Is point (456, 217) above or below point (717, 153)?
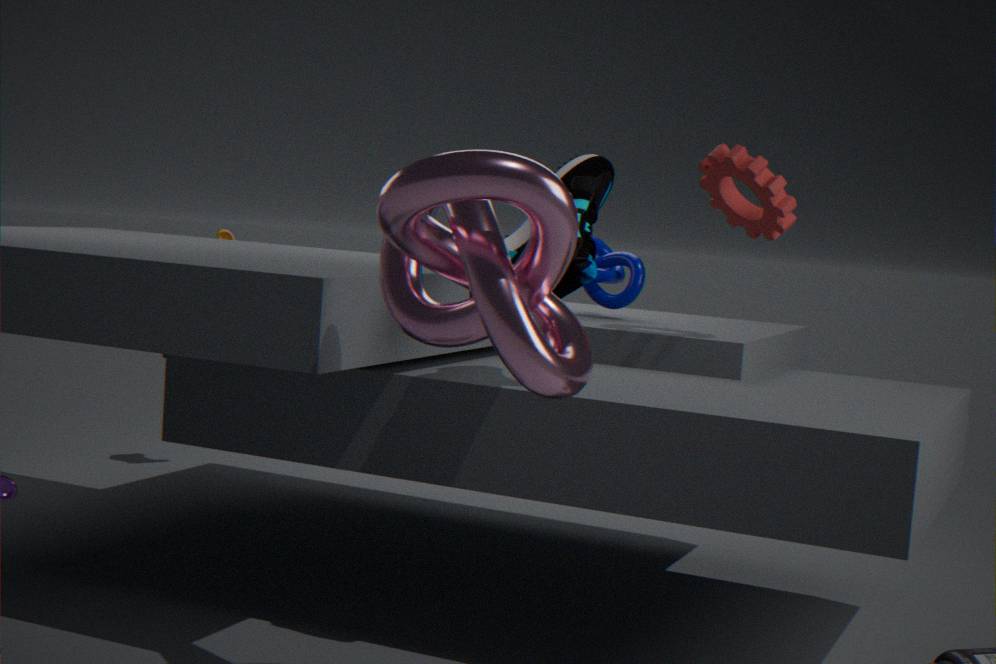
below
